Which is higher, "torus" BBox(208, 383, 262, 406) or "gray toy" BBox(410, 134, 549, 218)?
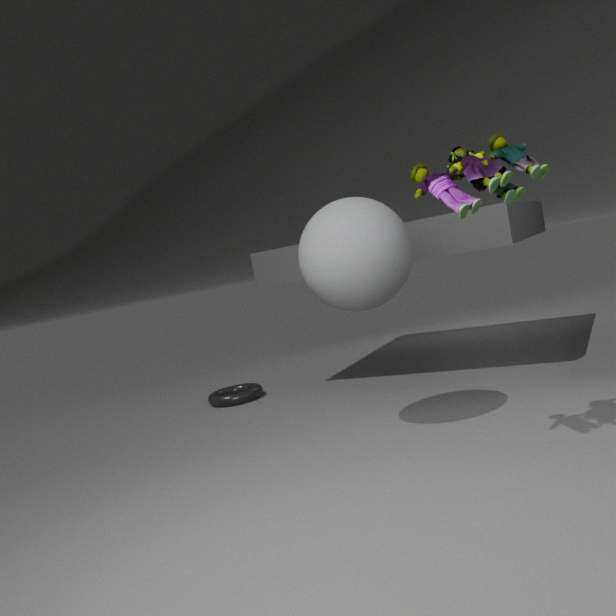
"gray toy" BBox(410, 134, 549, 218)
